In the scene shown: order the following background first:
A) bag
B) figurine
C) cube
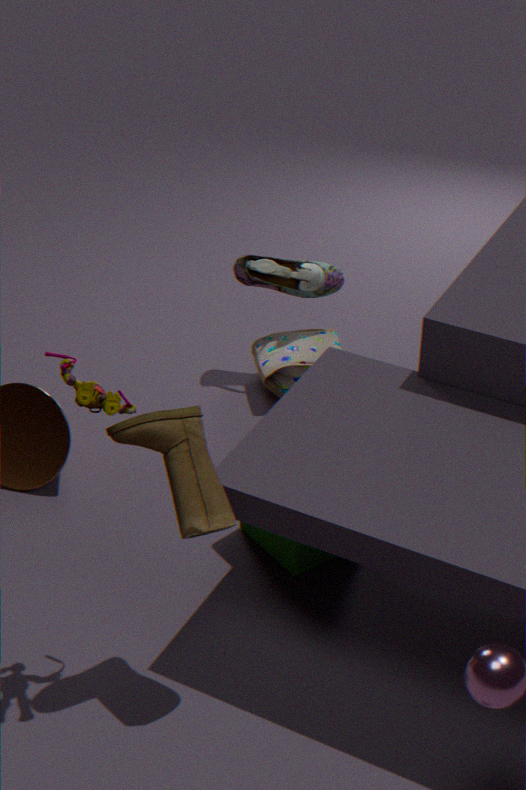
1. A. bag
2. C. cube
3. B. figurine
